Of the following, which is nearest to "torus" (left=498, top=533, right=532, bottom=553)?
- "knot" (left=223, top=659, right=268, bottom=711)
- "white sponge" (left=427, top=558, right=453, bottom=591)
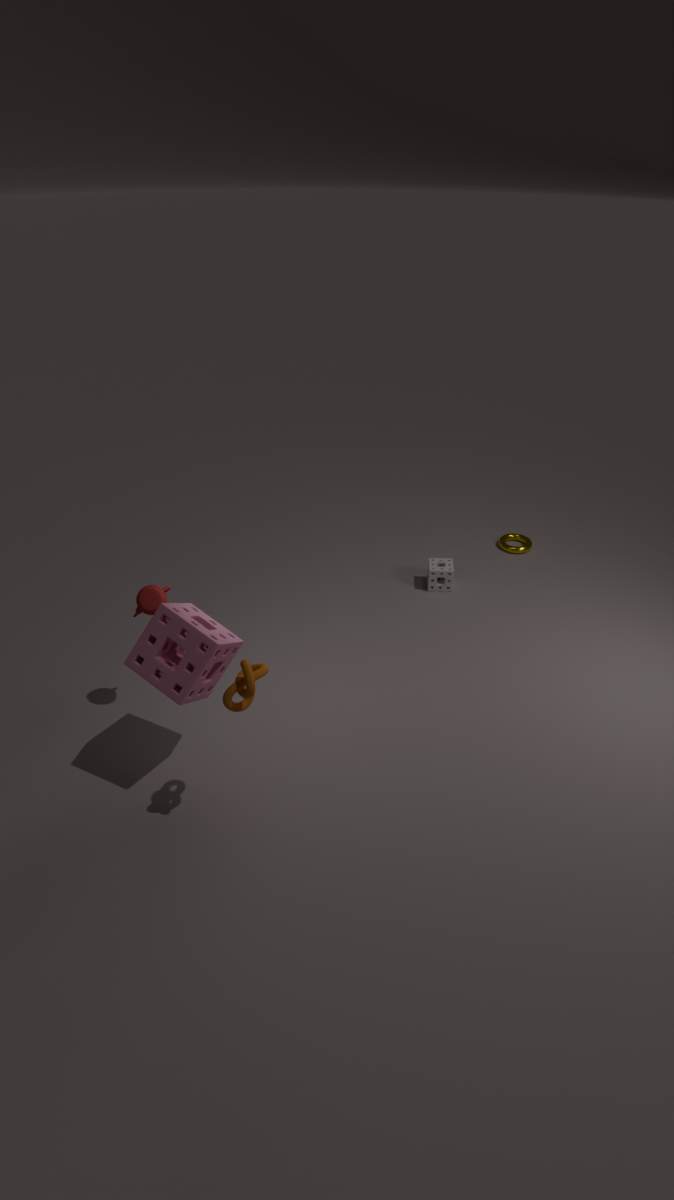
"white sponge" (left=427, top=558, right=453, bottom=591)
